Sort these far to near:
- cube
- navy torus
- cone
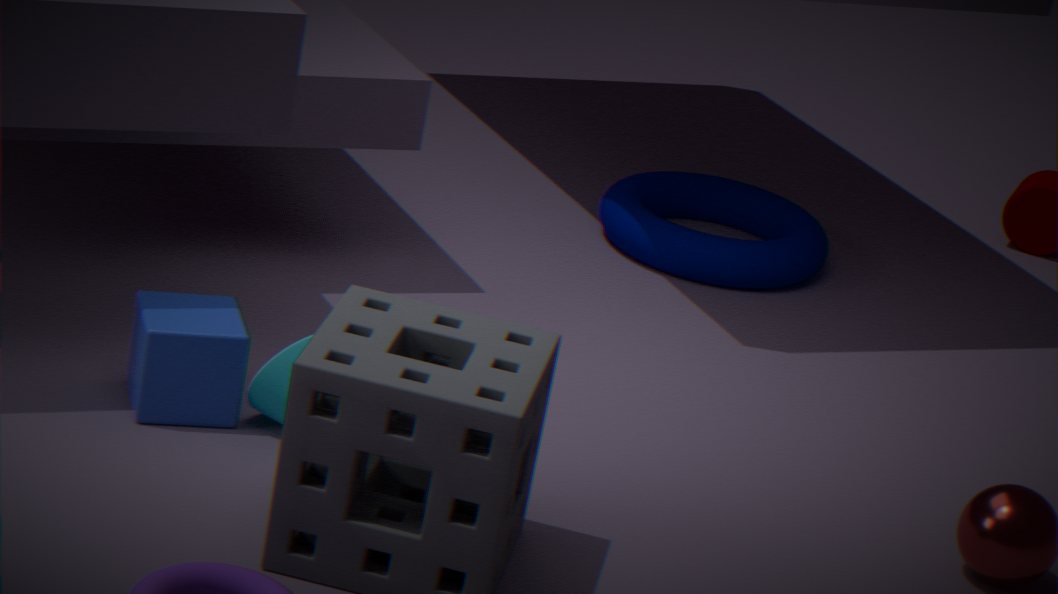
navy torus → cone → cube
